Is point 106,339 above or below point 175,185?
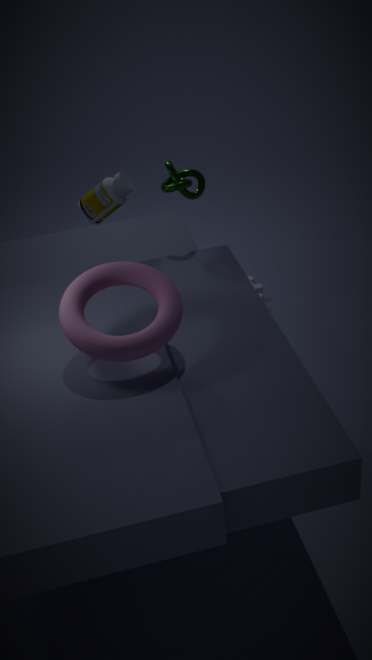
below
